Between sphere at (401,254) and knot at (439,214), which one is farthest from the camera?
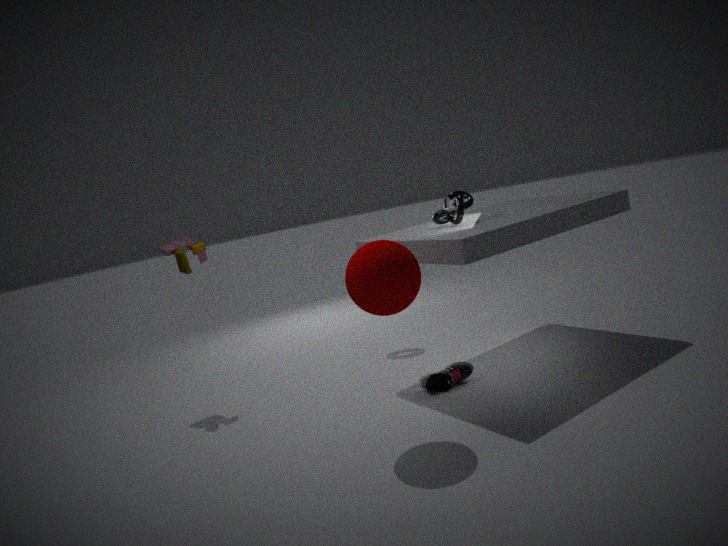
knot at (439,214)
